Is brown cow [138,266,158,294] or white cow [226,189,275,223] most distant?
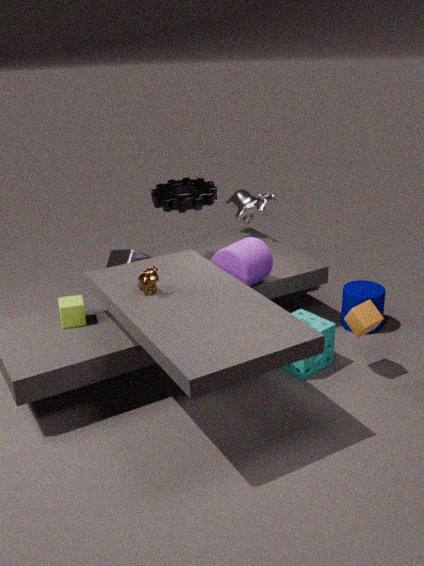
white cow [226,189,275,223]
